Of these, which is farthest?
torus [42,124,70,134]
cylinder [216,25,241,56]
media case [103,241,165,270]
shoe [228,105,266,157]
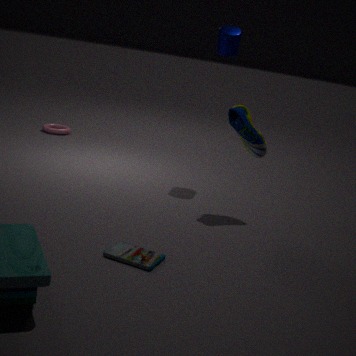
torus [42,124,70,134]
